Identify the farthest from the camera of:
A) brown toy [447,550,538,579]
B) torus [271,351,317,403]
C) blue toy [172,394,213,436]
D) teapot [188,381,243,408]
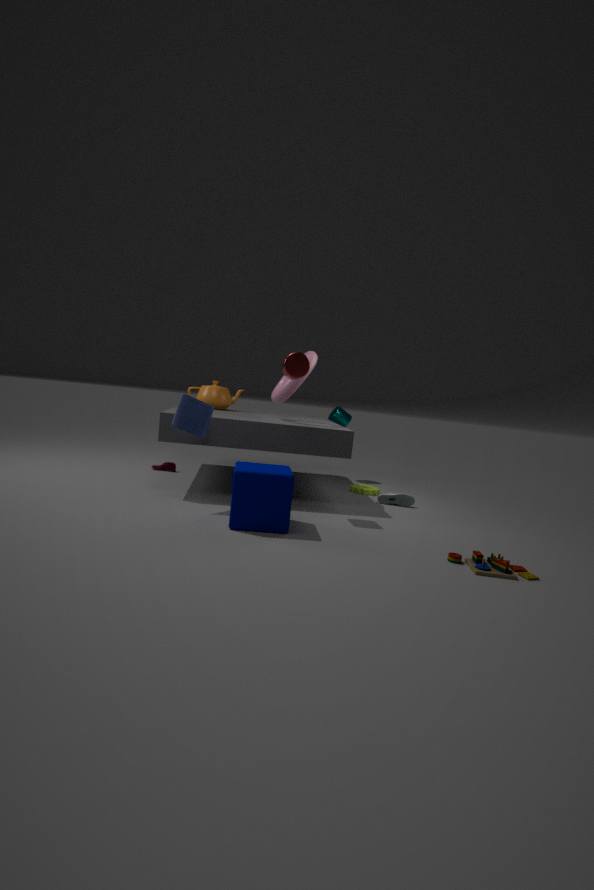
teapot [188,381,243,408]
